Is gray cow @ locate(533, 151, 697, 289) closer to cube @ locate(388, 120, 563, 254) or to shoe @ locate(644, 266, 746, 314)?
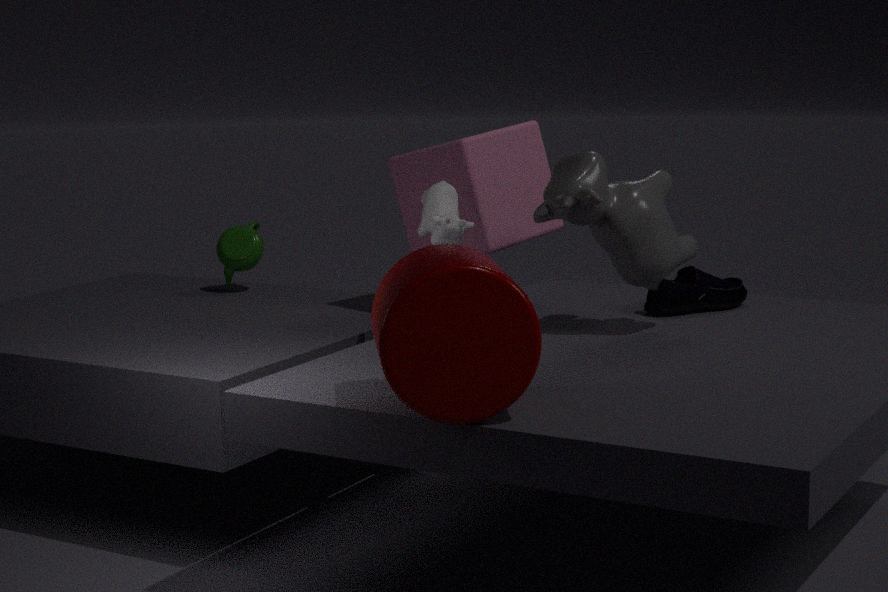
shoe @ locate(644, 266, 746, 314)
